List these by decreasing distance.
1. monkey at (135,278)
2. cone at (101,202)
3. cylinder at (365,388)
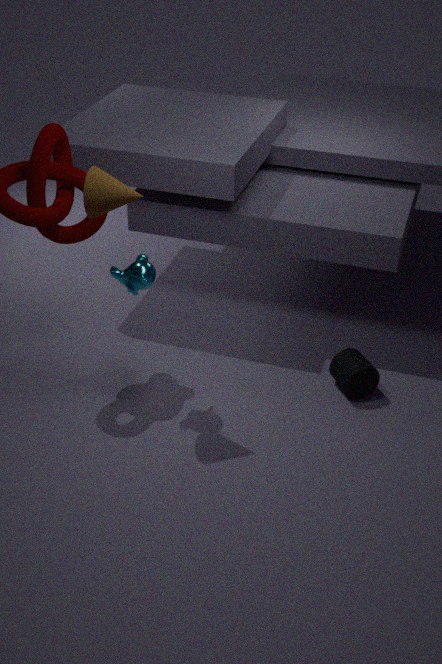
cylinder at (365,388) → monkey at (135,278) → cone at (101,202)
